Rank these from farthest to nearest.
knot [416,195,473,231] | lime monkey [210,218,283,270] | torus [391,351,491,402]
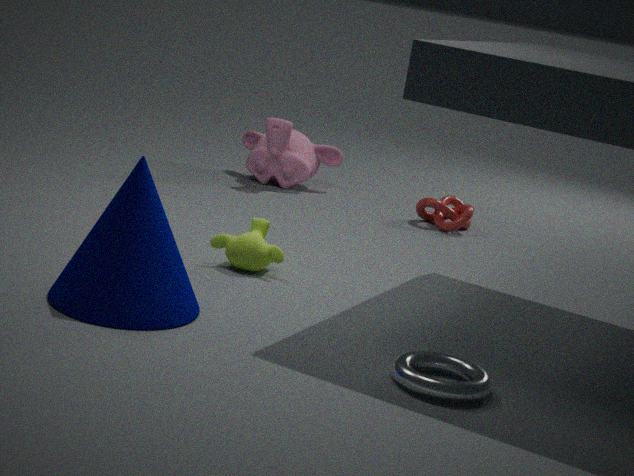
knot [416,195,473,231], lime monkey [210,218,283,270], torus [391,351,491,402]
